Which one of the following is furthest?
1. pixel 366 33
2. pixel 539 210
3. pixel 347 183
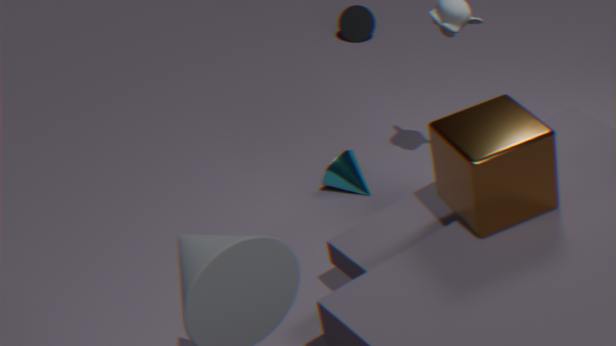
pixel 366 33
